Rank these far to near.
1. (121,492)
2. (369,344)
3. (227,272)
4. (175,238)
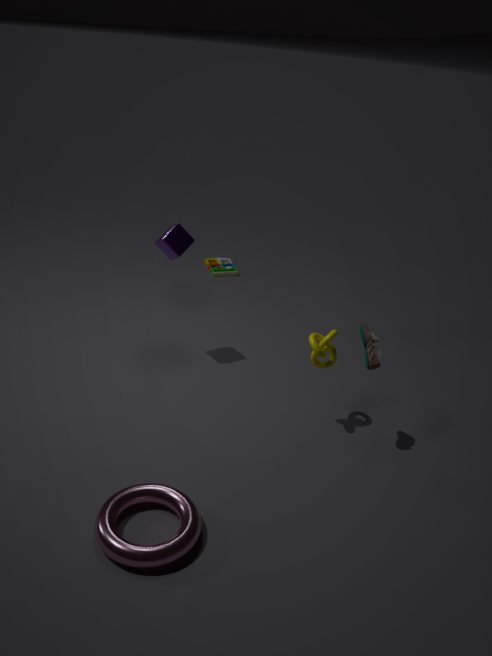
(227,272) → (175,238) → (369,344) → (121,492)
